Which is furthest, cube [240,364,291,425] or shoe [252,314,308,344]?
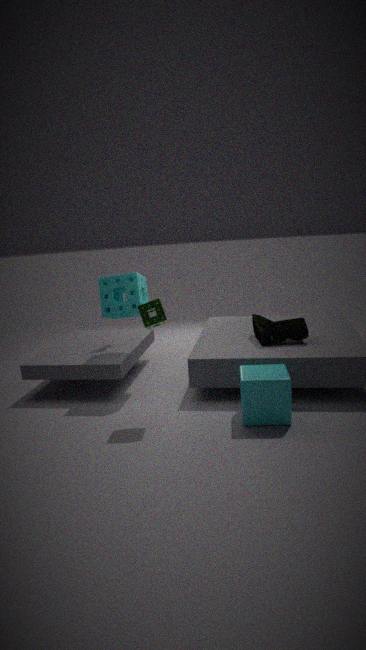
shoe [252,314,308,344]
